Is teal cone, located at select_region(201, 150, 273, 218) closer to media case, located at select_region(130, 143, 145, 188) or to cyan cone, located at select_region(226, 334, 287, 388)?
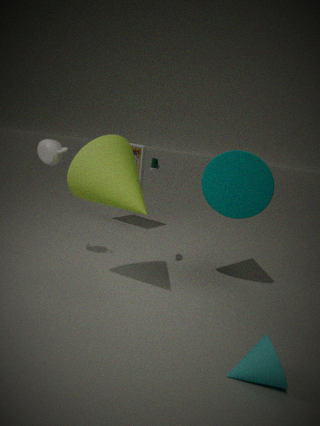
cyan cone, located at select_region(226, 334, 287, 388)
